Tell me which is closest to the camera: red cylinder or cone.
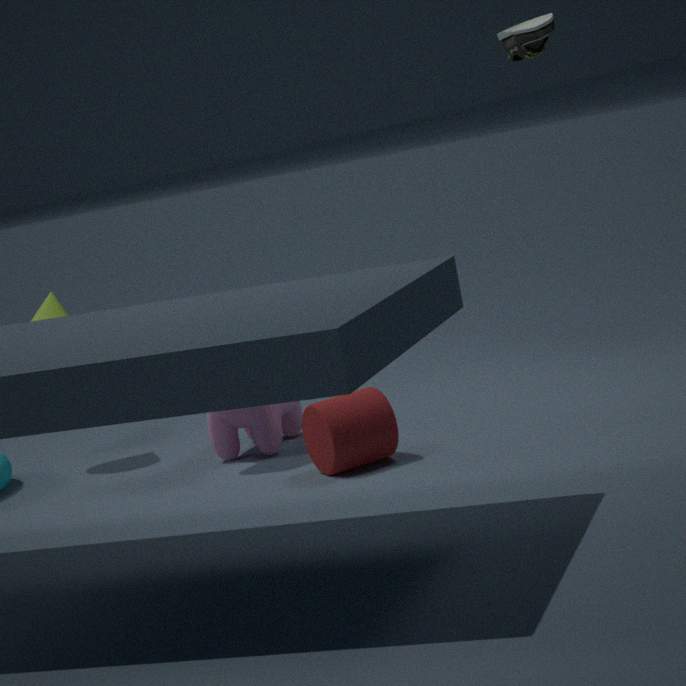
red cylinder
